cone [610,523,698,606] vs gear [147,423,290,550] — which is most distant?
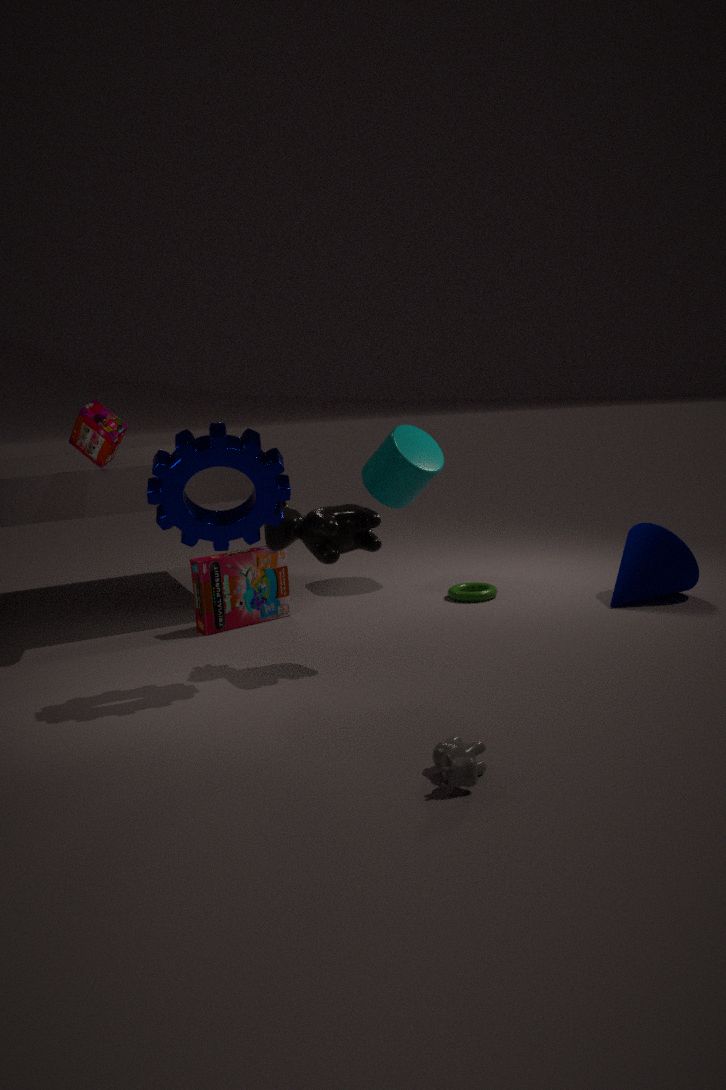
cone [610,523,698,606]
